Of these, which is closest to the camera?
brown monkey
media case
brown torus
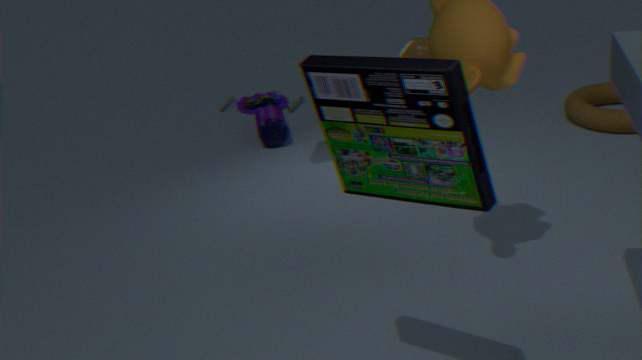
media case
